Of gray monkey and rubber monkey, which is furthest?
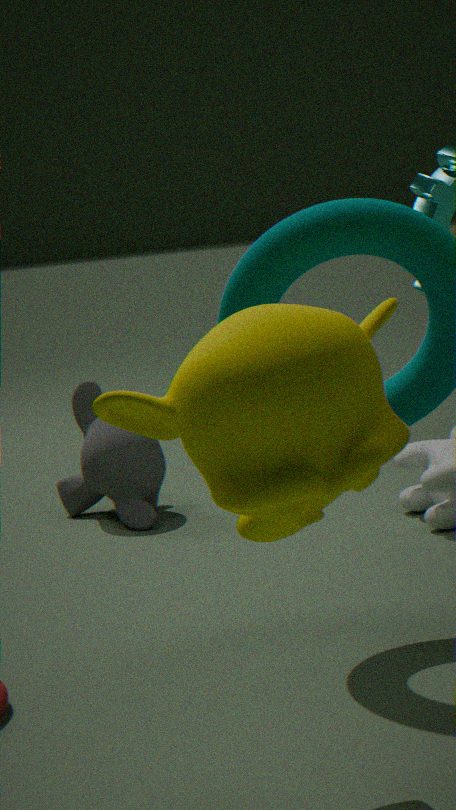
gray monkey
